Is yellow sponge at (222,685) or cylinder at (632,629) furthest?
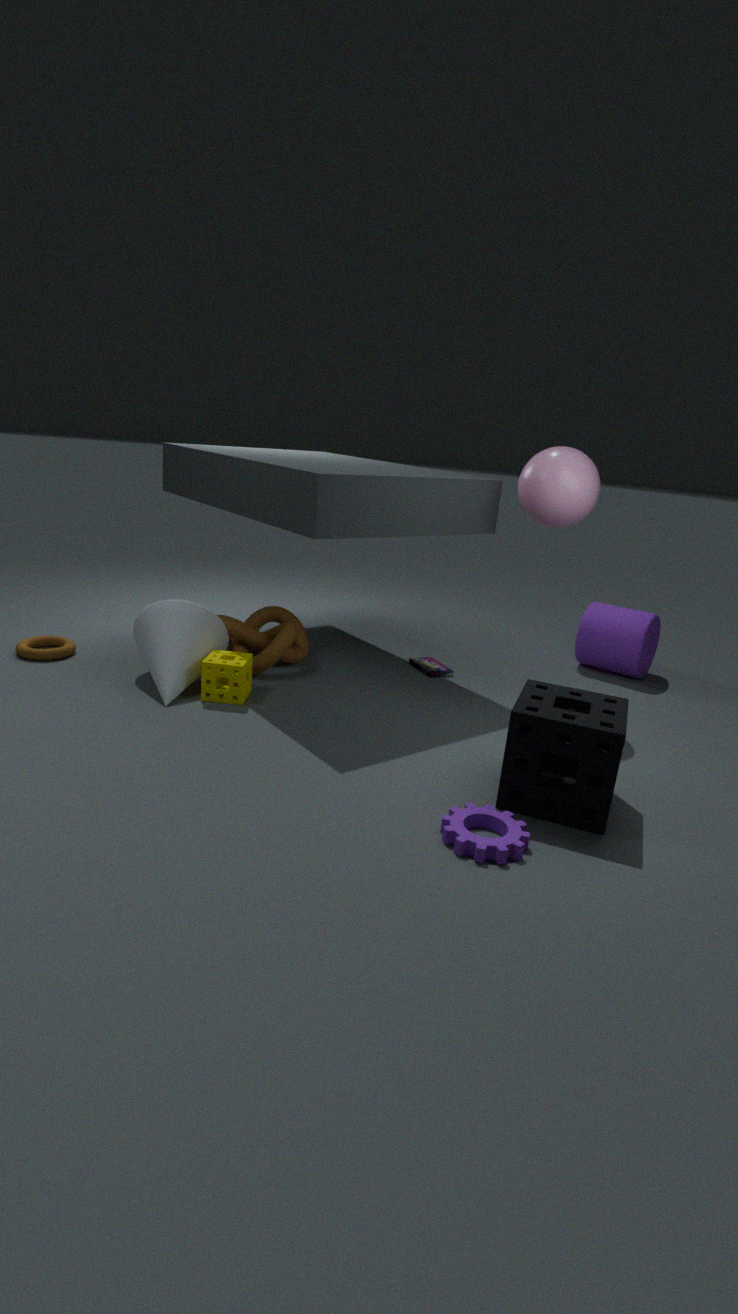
cylinder at (632,629)
